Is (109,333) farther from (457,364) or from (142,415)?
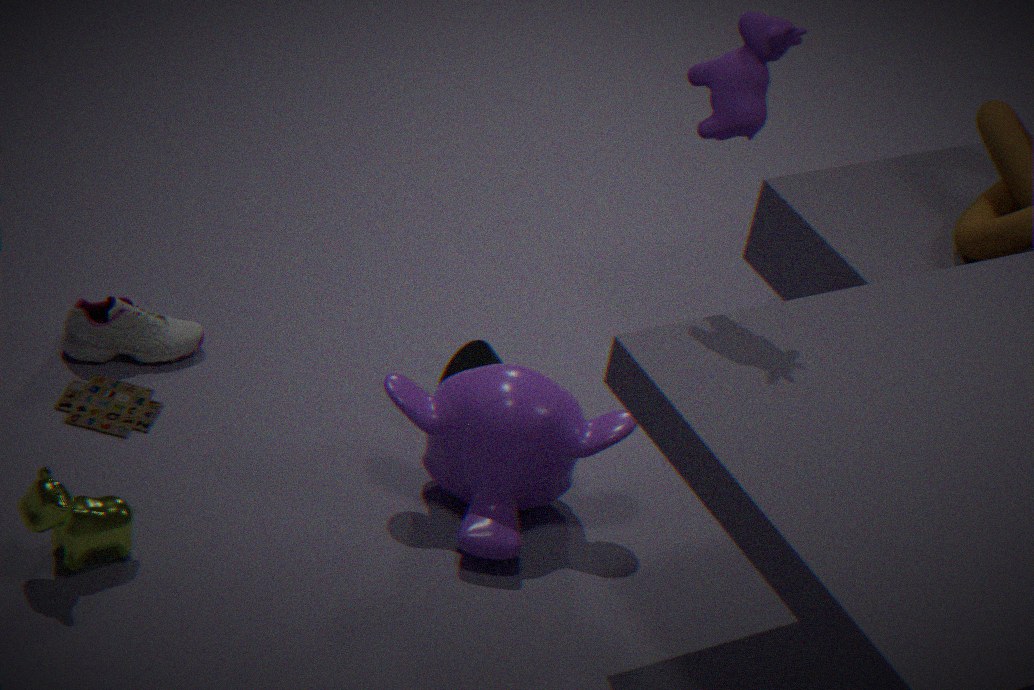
(457,364)
